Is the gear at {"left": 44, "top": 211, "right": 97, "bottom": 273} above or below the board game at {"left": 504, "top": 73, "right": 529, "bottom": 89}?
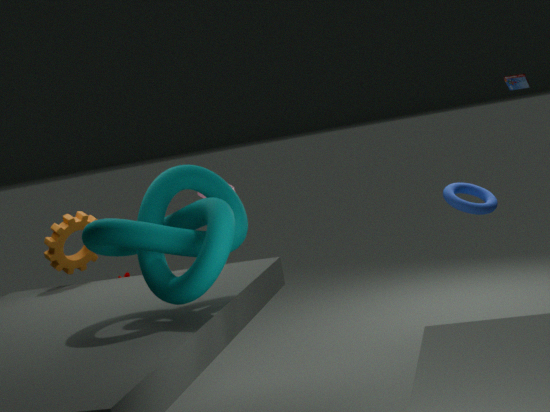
below
